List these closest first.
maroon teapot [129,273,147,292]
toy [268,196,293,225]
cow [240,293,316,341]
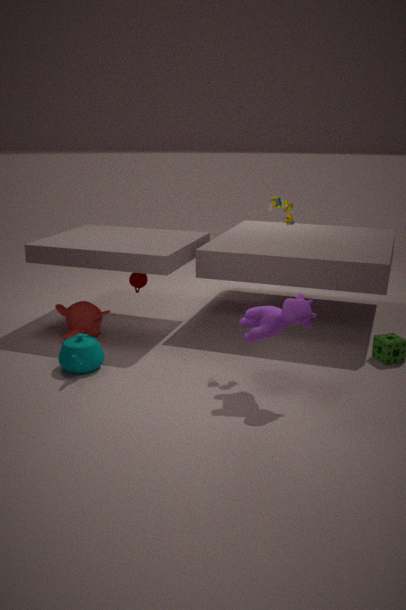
1. cow [240,293,316,341]
2. toy [268,196,293,225]
3. maroon teapot [129,273,147,292]
